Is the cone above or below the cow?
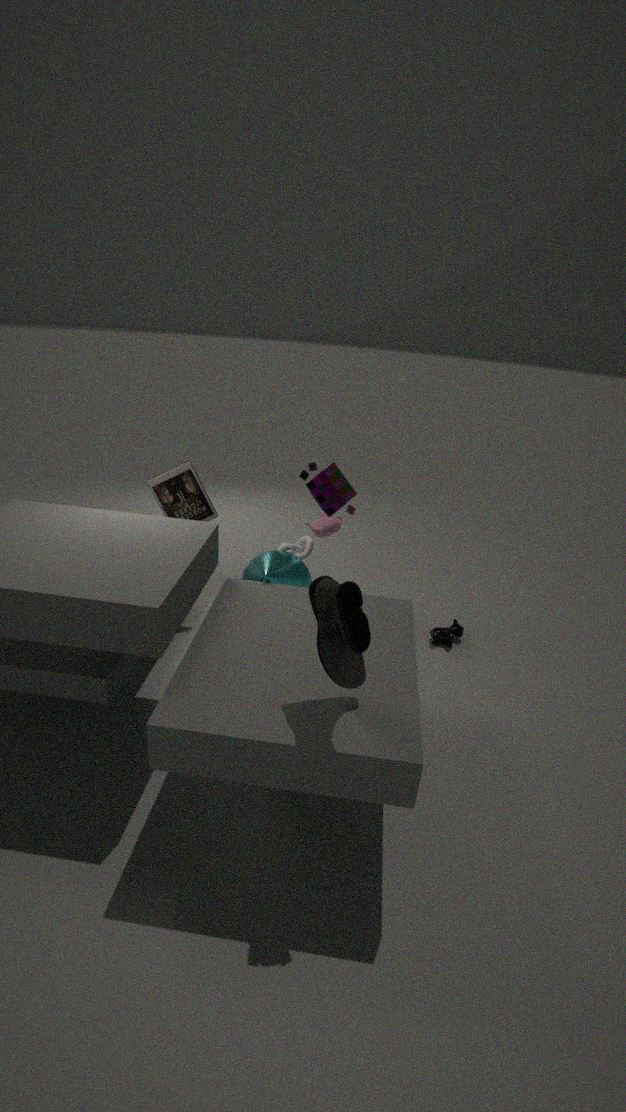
above
